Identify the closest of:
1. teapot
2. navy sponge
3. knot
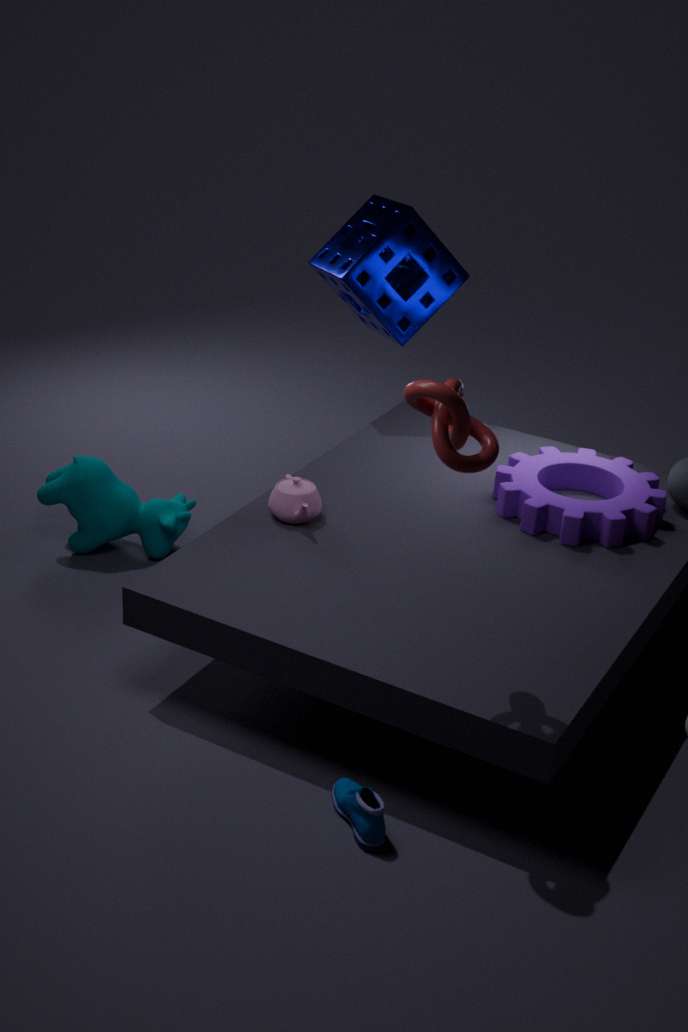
knot
